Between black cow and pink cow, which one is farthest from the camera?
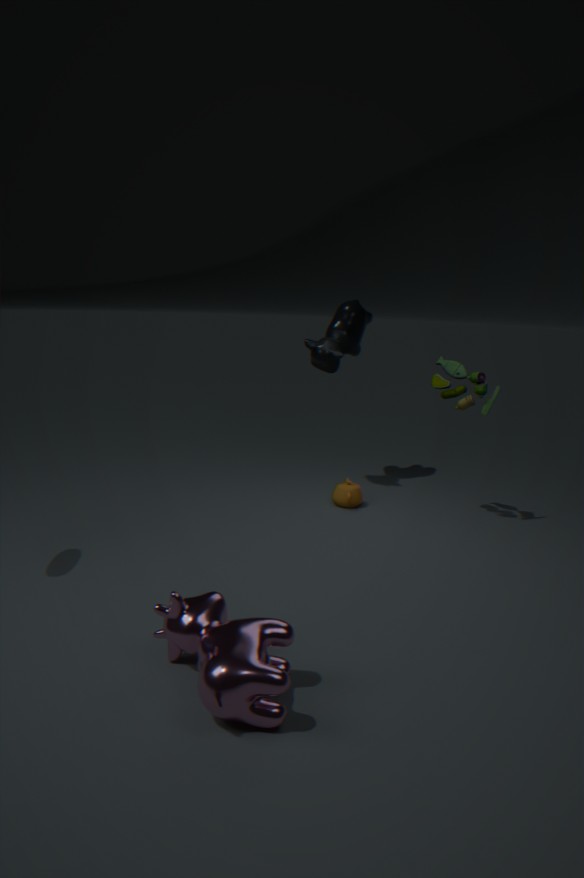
black cow
